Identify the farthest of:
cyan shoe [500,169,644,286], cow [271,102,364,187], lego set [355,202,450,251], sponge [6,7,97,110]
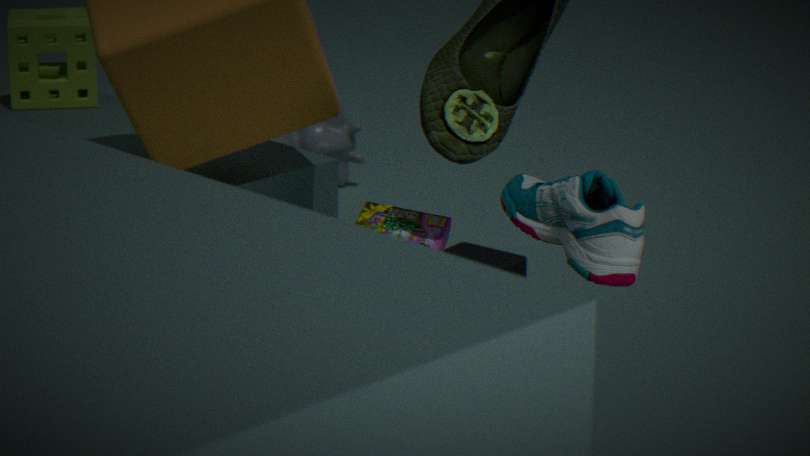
cow [271,102,364,187]
